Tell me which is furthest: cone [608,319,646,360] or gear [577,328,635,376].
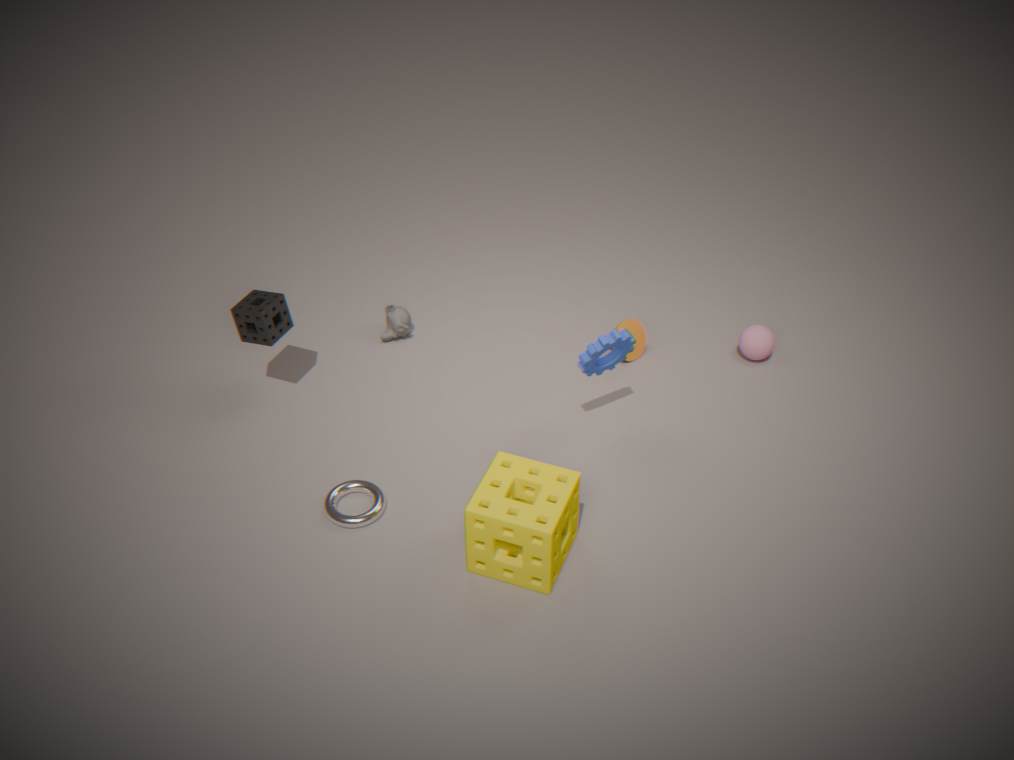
cone [608,319,646,360]
